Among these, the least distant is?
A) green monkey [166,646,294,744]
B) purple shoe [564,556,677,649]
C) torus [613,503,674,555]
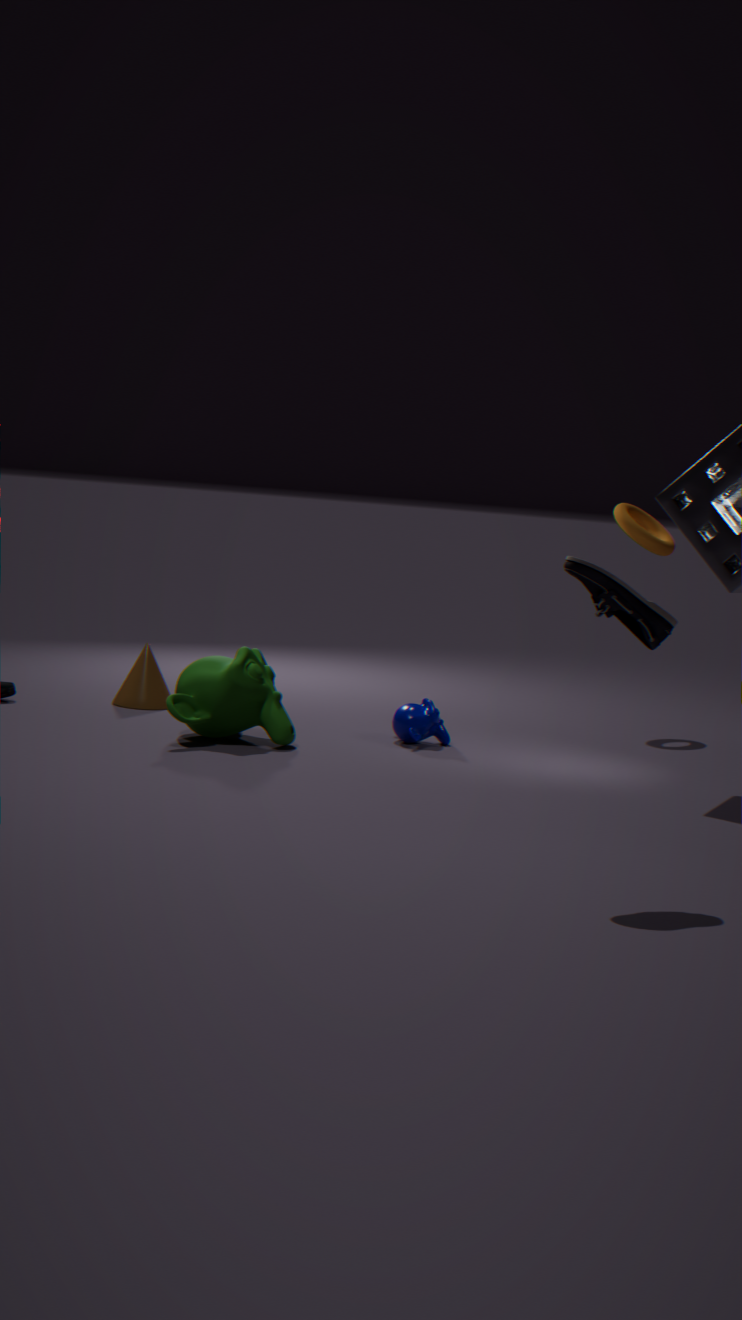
purple shoe [564,556,677,649]
